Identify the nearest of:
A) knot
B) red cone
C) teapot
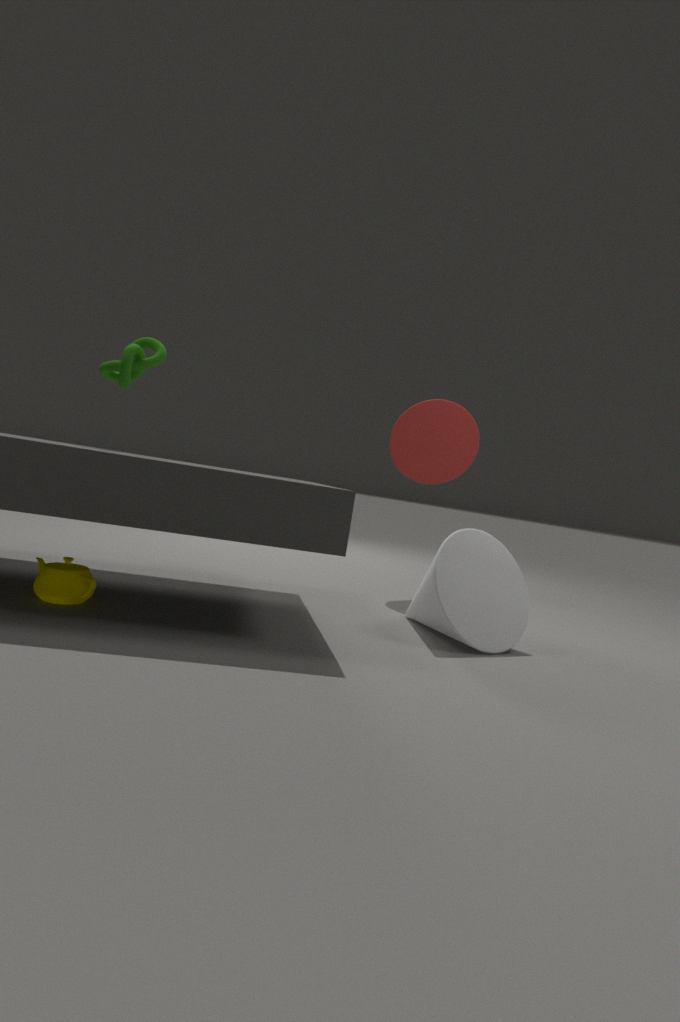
teapot
